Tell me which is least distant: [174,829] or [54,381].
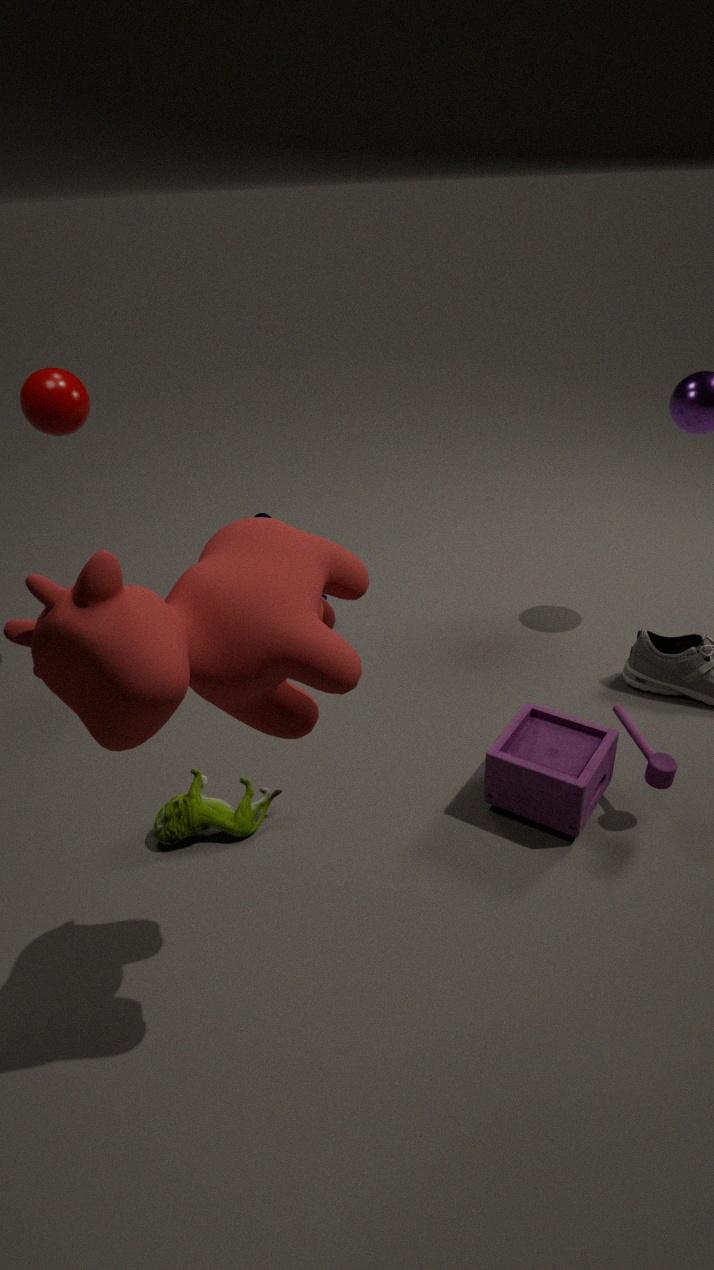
[174,829]
